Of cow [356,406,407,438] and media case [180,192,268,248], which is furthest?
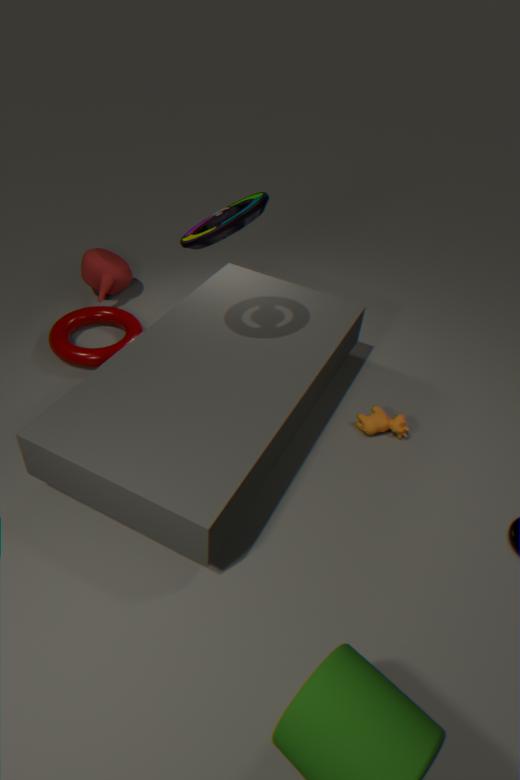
cow [356,406,407,438]
